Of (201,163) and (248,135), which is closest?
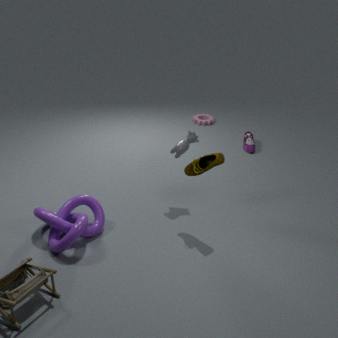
(201,163)
